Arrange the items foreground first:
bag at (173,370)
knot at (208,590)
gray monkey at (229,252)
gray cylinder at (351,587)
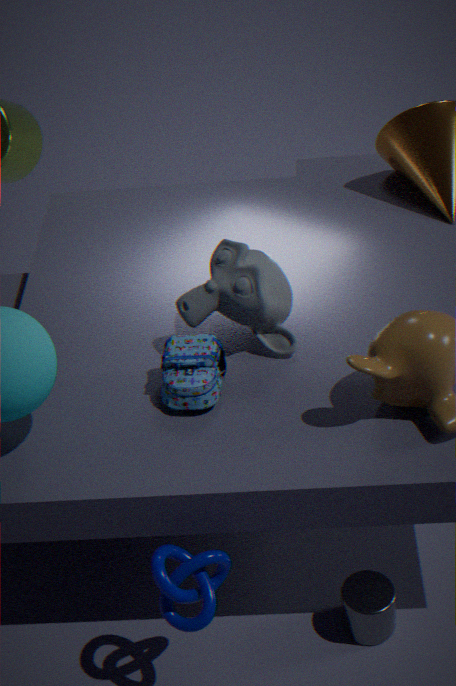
knot at (208,590), bag at (173,370), gray cylinder at (351,587), gray monkey at (229,252)
